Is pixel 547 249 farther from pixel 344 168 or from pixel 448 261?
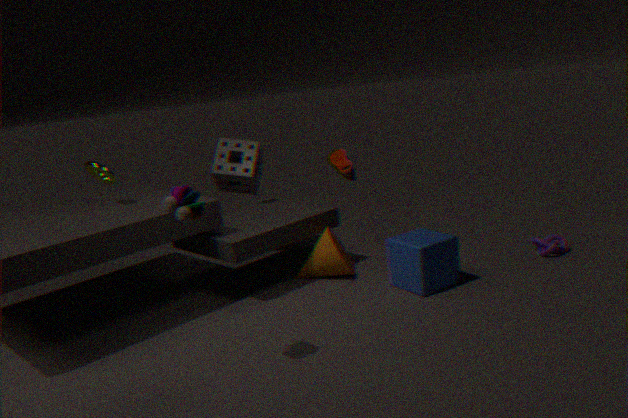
pixel 344 168
